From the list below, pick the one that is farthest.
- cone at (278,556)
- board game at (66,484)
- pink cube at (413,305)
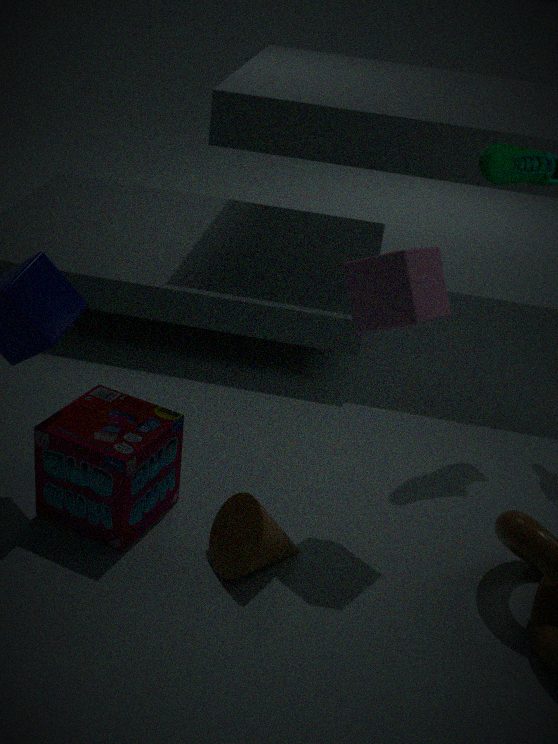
board game at (66,484)
